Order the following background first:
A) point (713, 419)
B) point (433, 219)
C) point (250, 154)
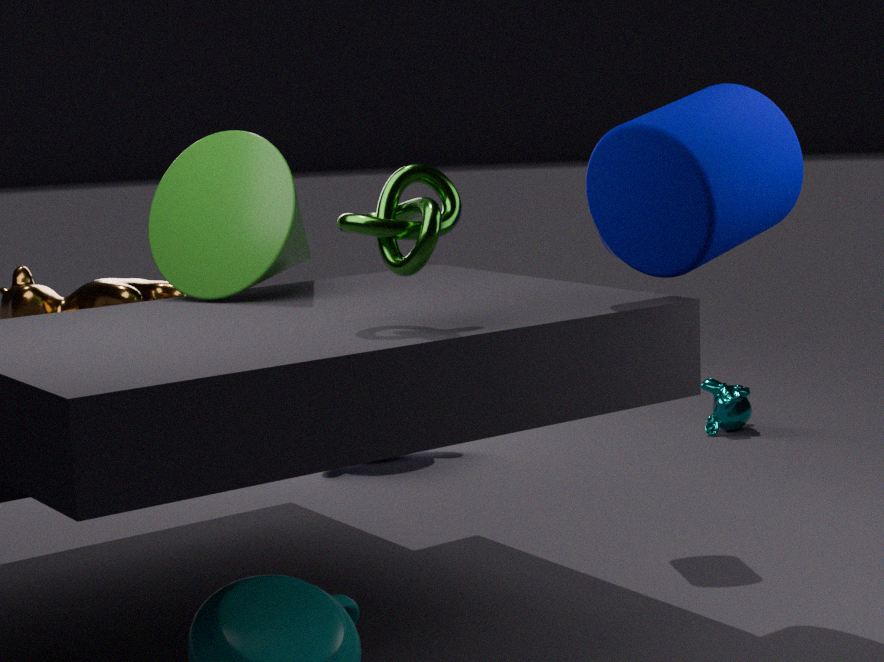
point (713, 419), point (250, 154), point (433, 219)
